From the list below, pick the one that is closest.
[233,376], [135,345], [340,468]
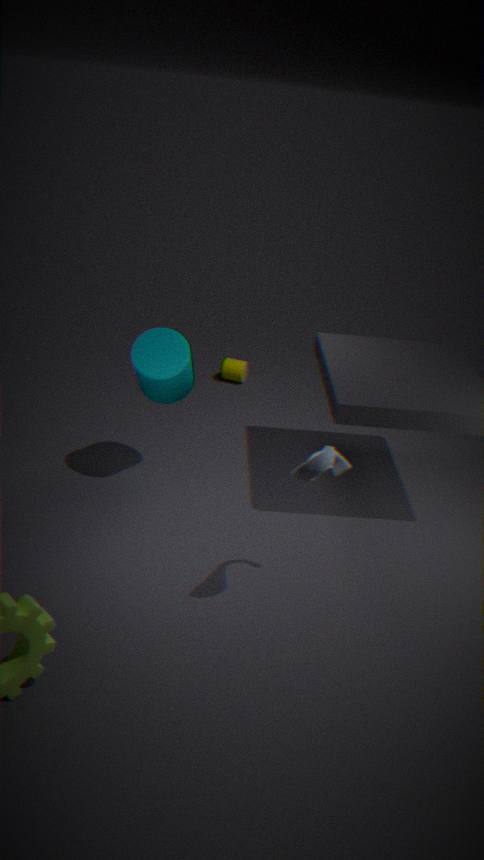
[340,468]
